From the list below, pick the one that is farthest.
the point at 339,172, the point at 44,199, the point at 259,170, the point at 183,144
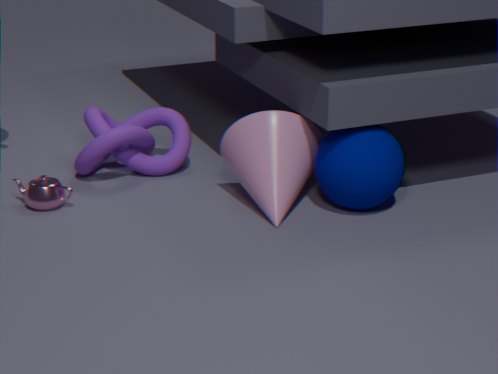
the point at 183,144
